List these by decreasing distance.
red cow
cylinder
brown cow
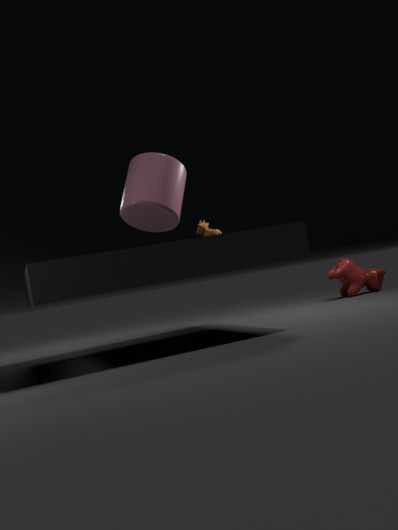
red cow < brown cow < cylinder
